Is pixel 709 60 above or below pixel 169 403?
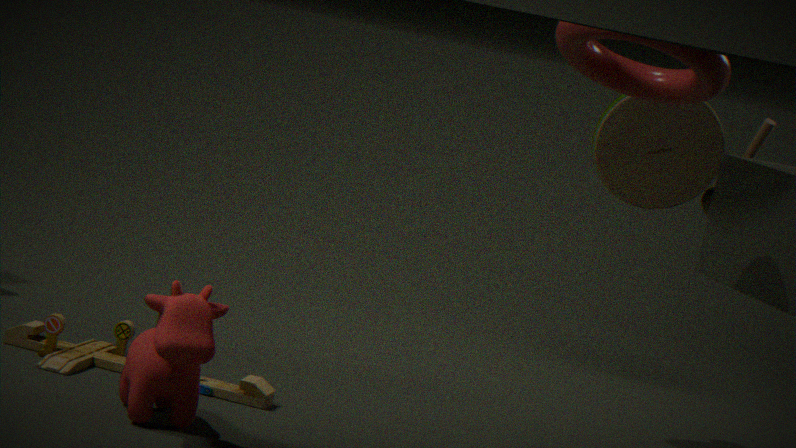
above
